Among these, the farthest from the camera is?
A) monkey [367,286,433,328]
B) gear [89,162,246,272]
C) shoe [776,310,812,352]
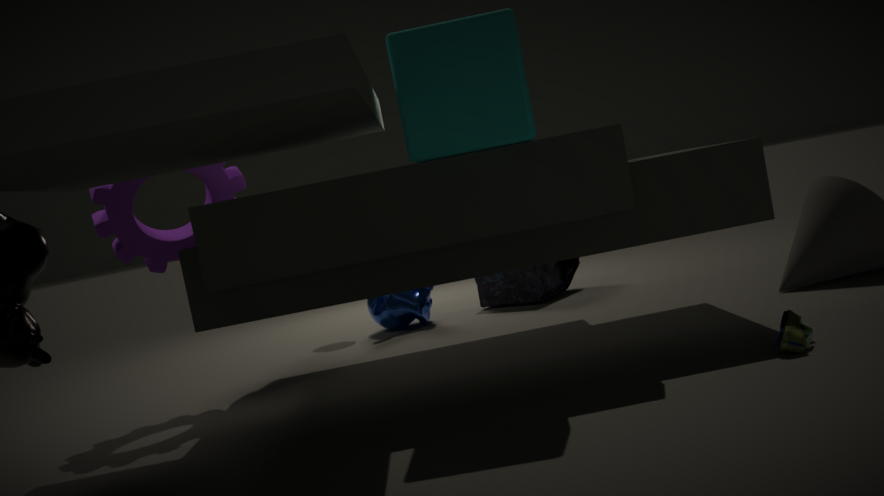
monkey [367,286,433,328]
